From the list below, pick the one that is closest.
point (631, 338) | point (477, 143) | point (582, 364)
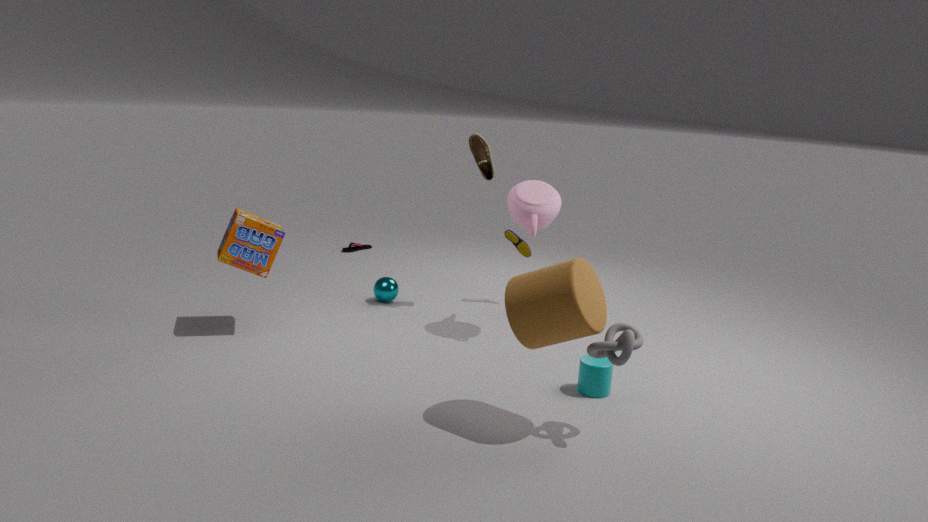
point (631, 338)
